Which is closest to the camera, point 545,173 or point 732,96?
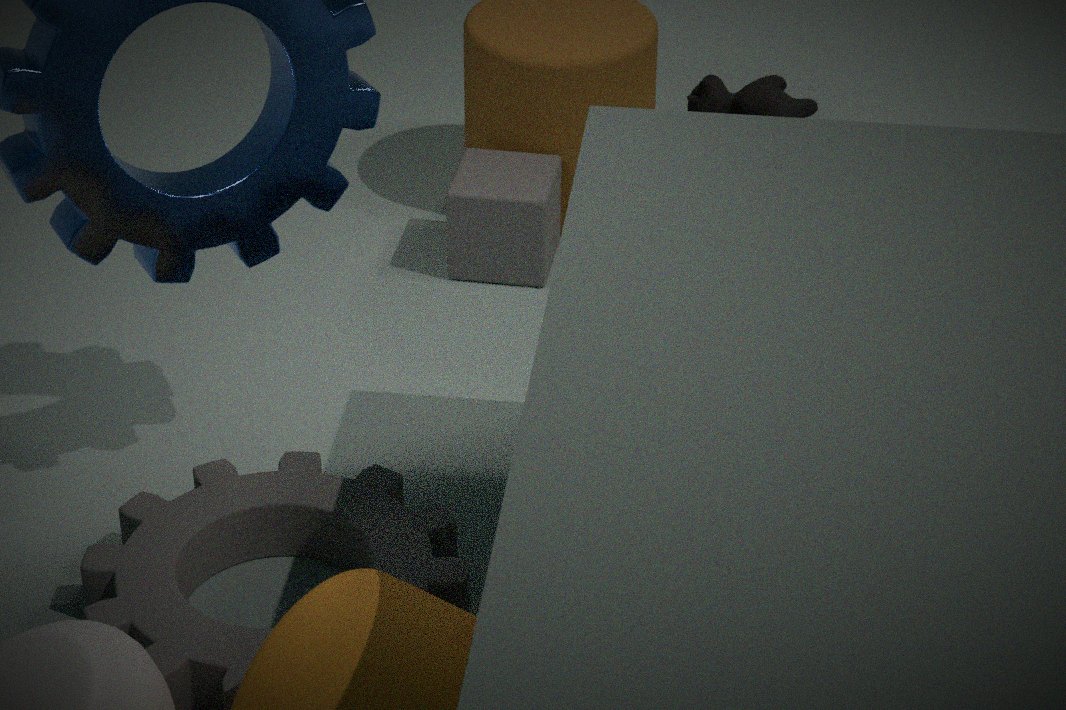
point 545,173
